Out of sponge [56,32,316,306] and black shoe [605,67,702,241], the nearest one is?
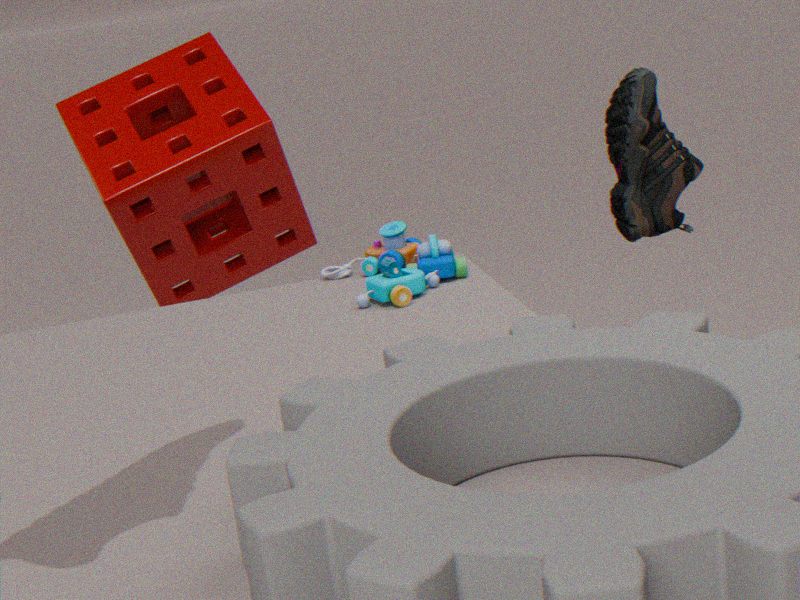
black shoe [605,67,702,241]
